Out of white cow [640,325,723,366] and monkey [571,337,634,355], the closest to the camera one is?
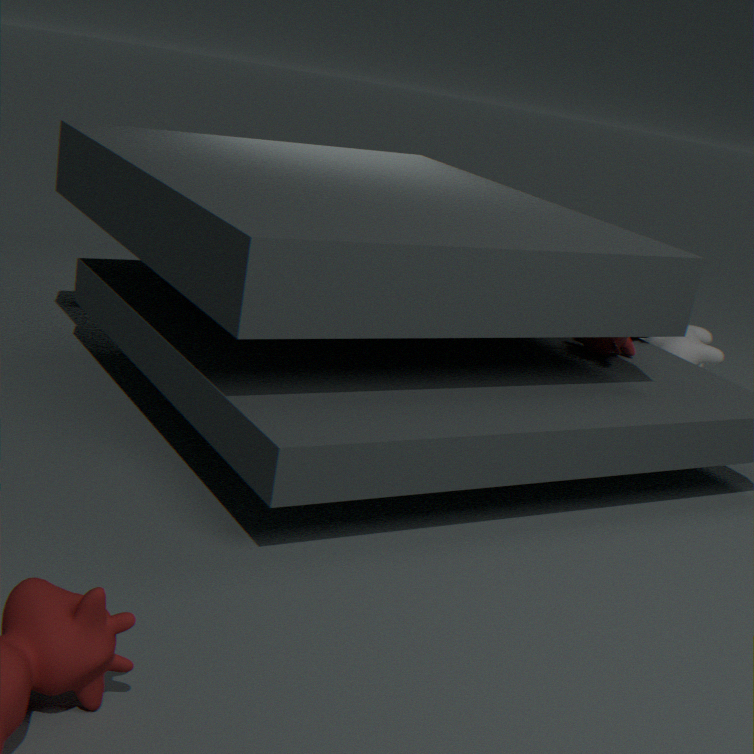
monkey [571,337,634,355]
